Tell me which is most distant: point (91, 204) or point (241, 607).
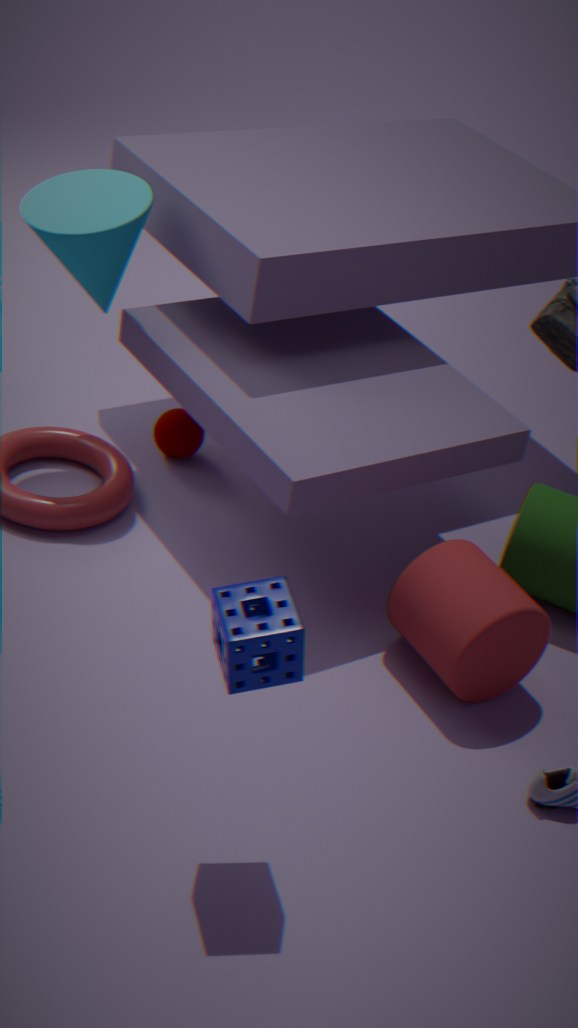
point (91, 204)
